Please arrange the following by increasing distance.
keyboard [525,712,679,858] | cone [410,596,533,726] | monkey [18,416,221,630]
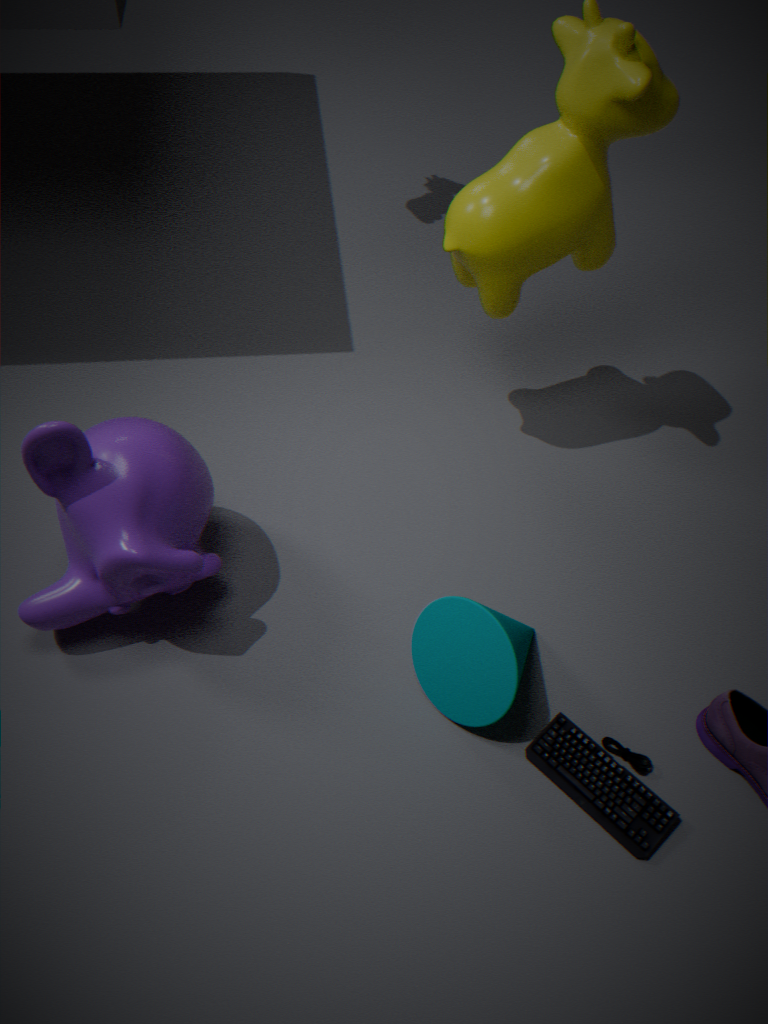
monkey [18,416,221,630] < keyboard [525,712,679,858] < cone [410,596,533,726]
